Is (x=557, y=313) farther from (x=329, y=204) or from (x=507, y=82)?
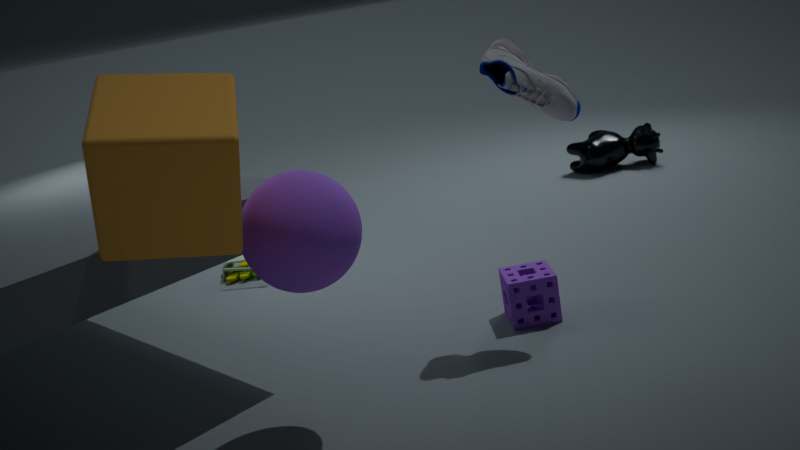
(x=329, y=204)
